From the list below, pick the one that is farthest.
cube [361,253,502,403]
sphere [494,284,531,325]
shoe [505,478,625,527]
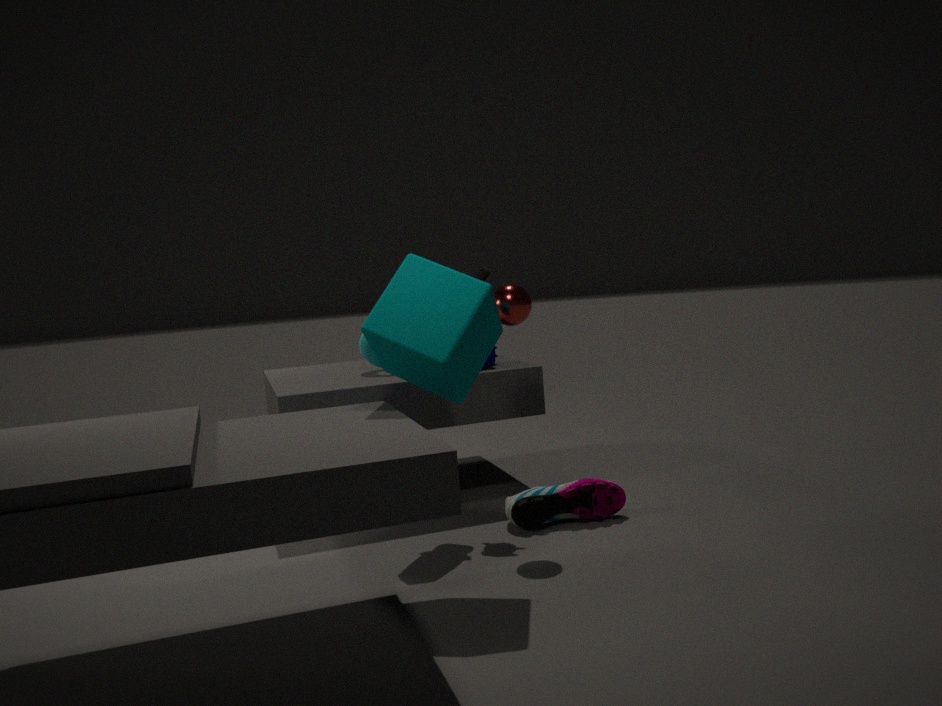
shoe [505,478,625,527]
